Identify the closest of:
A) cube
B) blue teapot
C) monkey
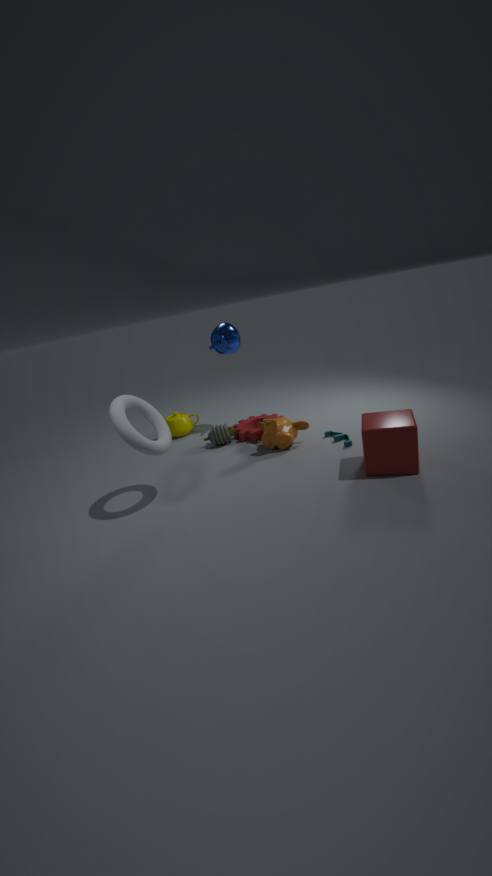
cube
